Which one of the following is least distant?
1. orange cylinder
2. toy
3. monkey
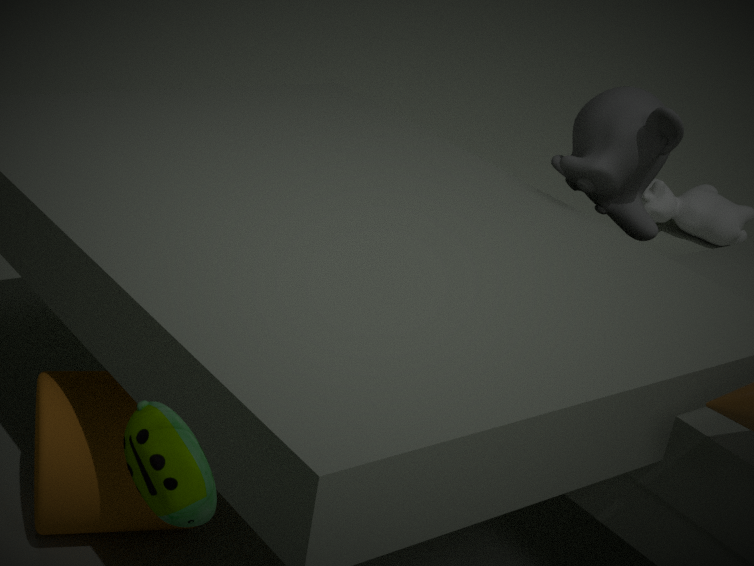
toy
